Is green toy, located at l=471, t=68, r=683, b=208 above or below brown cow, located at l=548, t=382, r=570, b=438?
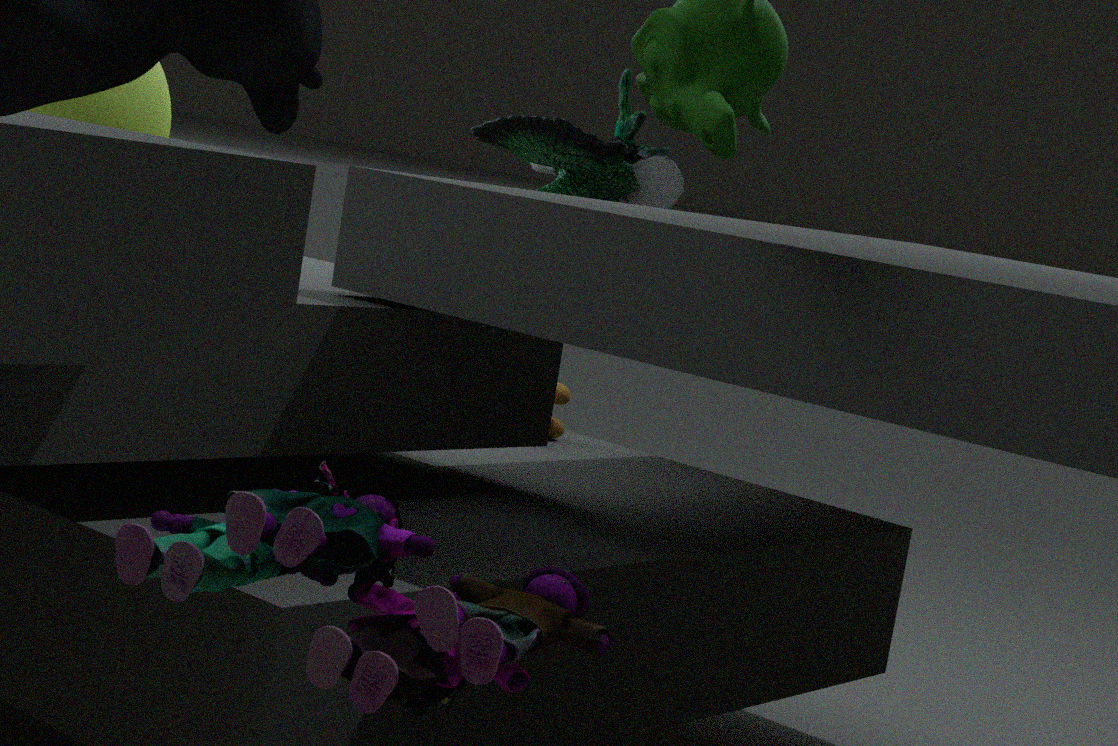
above
